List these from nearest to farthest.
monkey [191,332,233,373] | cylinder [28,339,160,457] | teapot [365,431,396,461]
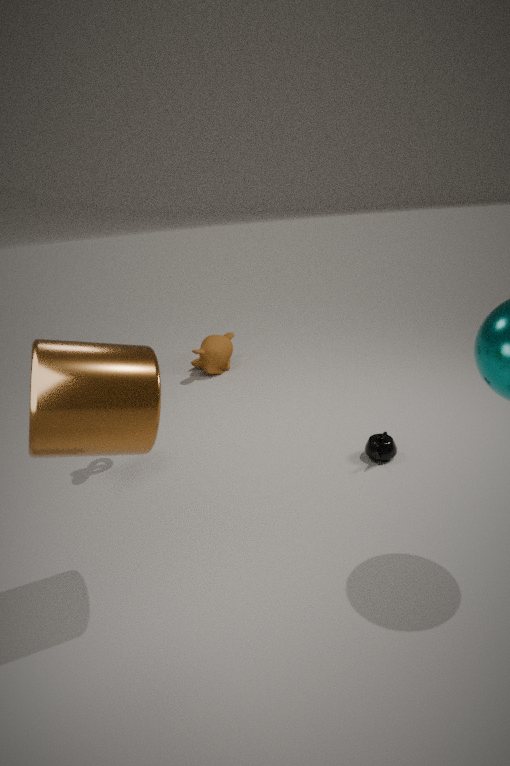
cylinder [28,339,160,457] → teapot [365,431,396,461] → monkey [191,332,233,373]
